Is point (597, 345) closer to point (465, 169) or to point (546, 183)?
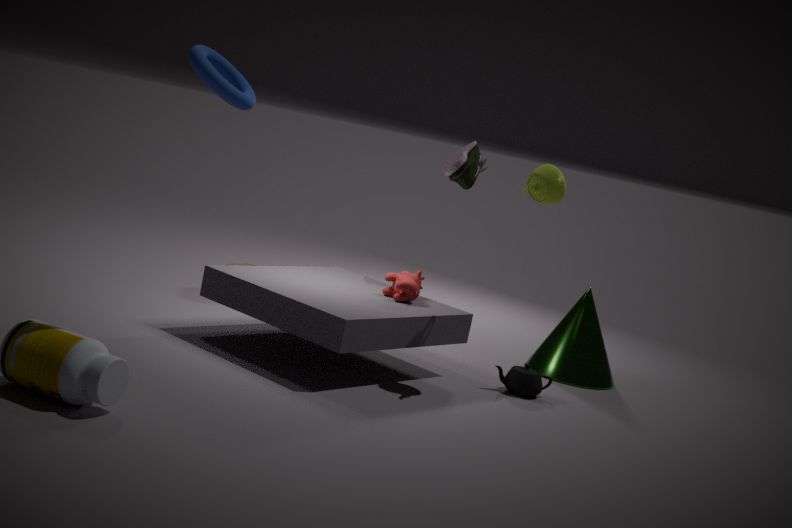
point (465, 169)
